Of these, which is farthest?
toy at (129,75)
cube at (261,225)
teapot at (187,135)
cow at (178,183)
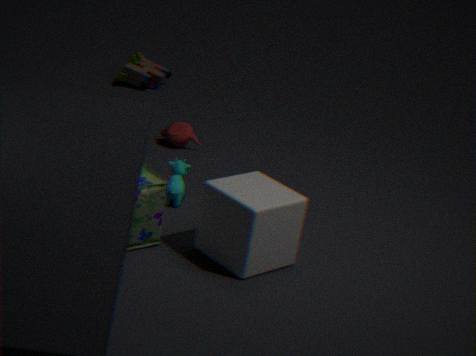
toy at (129,75)
